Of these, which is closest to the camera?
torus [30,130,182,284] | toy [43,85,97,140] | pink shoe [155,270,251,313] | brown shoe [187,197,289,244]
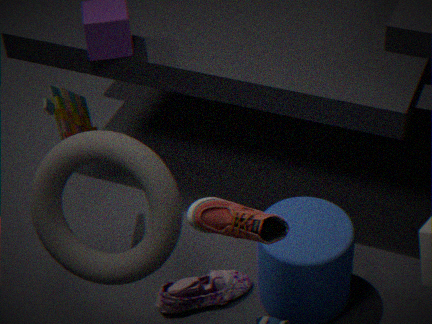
brown shoe [187,197,289,244]
